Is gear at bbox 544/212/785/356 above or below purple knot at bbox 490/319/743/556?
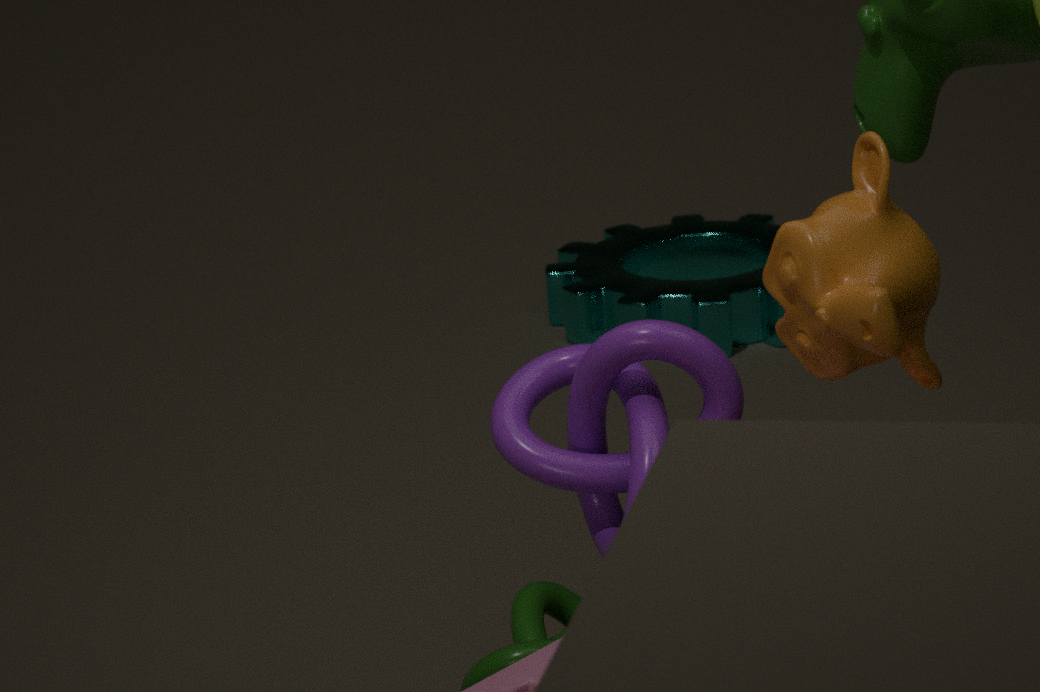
below
